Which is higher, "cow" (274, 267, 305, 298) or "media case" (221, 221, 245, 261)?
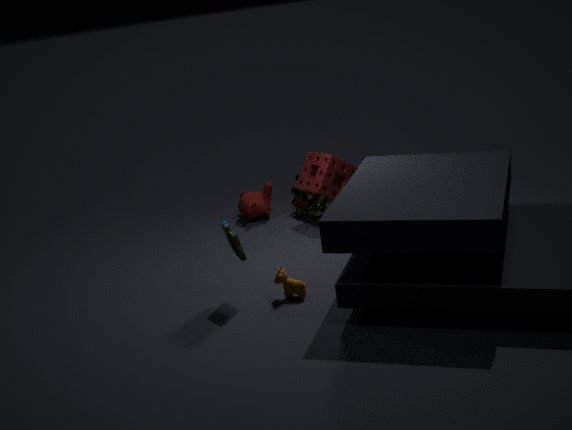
"media case" (221, 221, 245, 261)
